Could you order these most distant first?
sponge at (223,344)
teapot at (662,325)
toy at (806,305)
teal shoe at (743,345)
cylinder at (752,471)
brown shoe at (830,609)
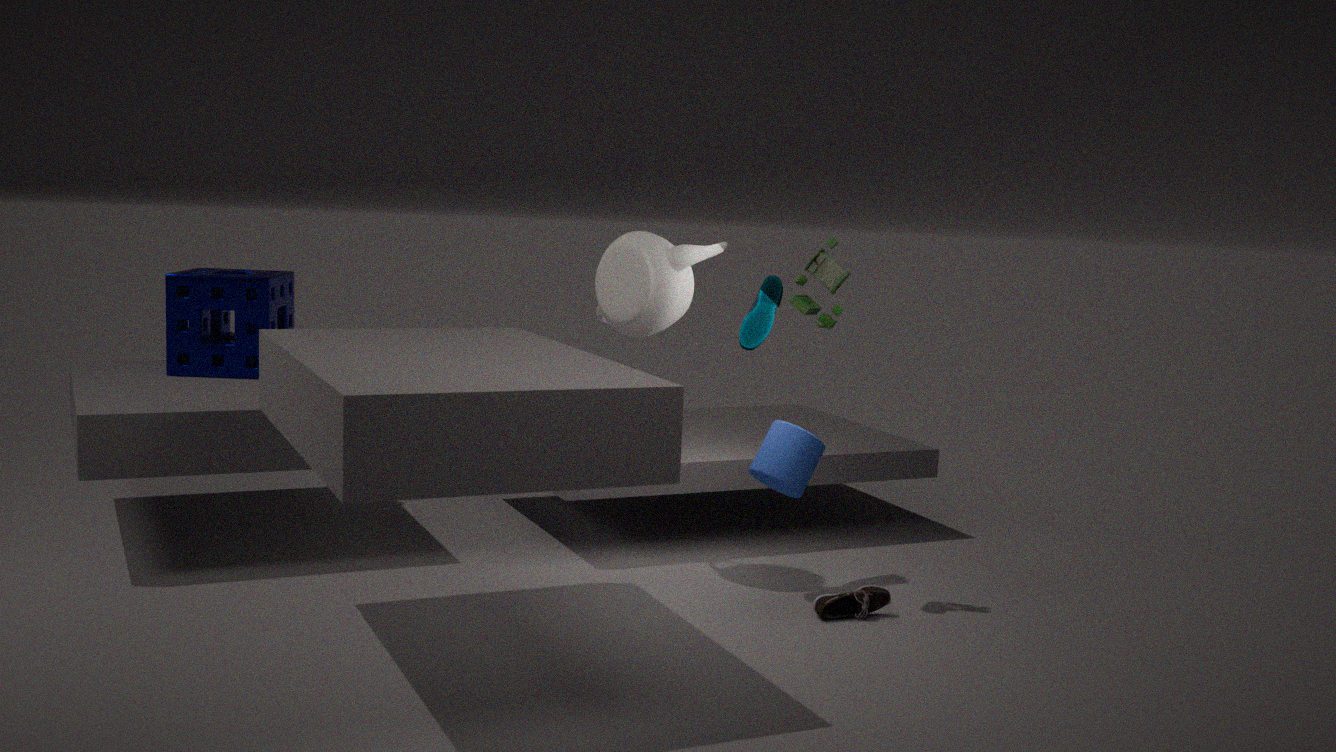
sponge at (223,344) < teal shoe at (743,345) < teapot at (662,325) < cylinder at (752,471) < brown shoe at (830,609) < toy at (806,305)
